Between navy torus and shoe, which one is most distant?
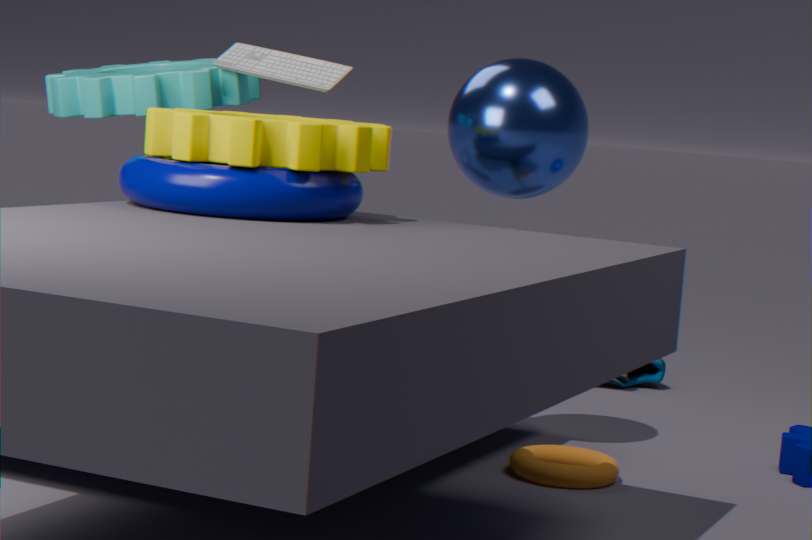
shoe
